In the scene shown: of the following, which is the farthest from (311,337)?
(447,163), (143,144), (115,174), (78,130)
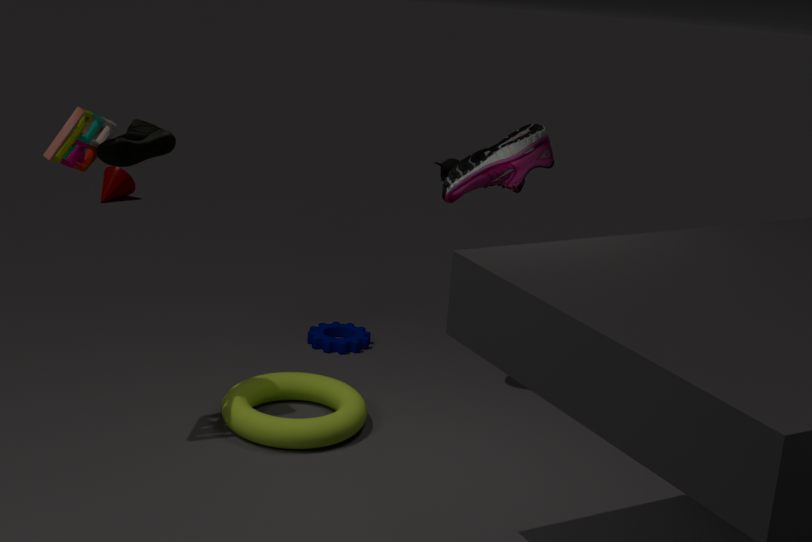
(447,163)
